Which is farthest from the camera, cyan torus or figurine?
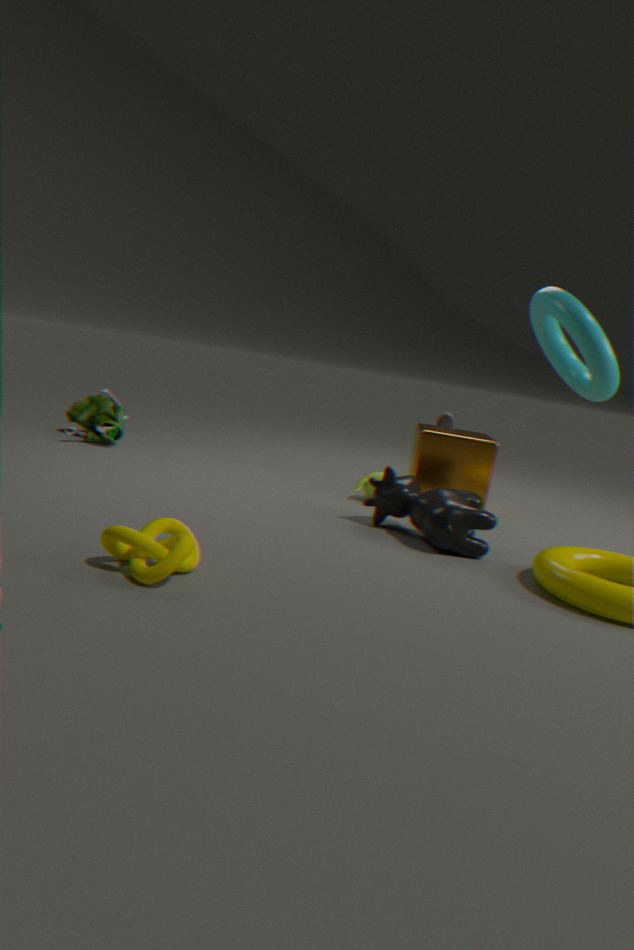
figurine
